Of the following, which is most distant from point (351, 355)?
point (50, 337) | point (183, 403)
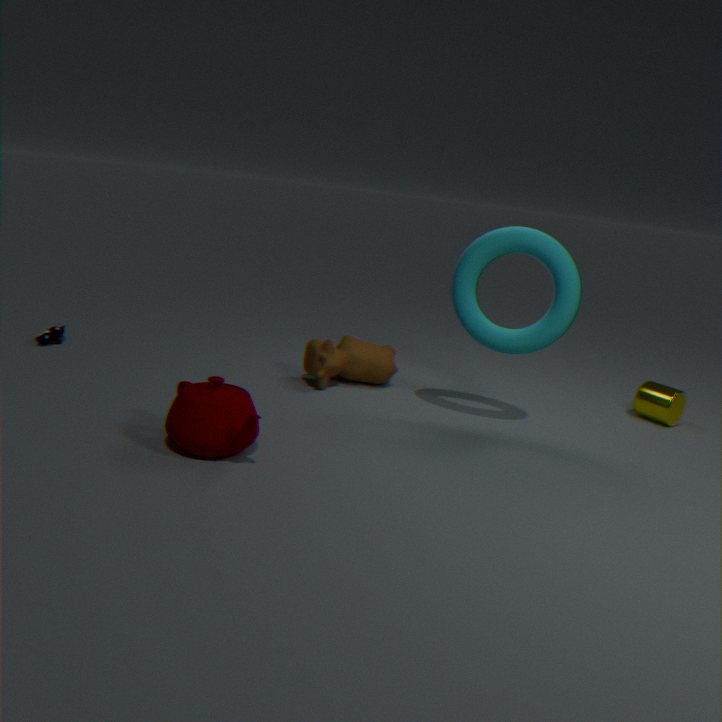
point (50, 337)
